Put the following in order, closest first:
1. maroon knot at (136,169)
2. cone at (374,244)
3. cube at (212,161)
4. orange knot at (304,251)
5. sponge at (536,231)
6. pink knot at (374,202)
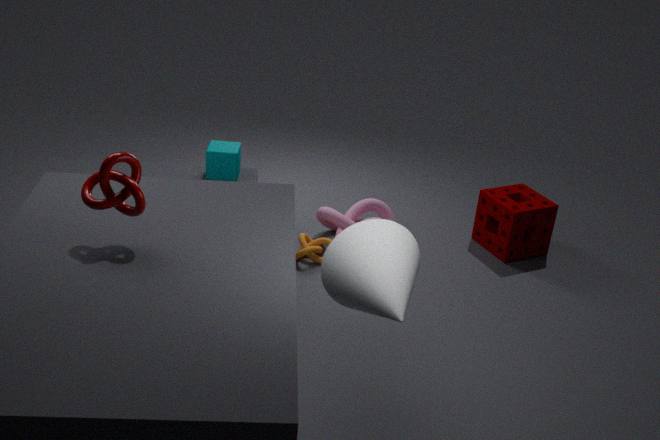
cone at (374,244), maroon knot at (136,169), cube at (212,161), orange knot at (304,251), pink knot at (374,202), sponge at (536,231)
